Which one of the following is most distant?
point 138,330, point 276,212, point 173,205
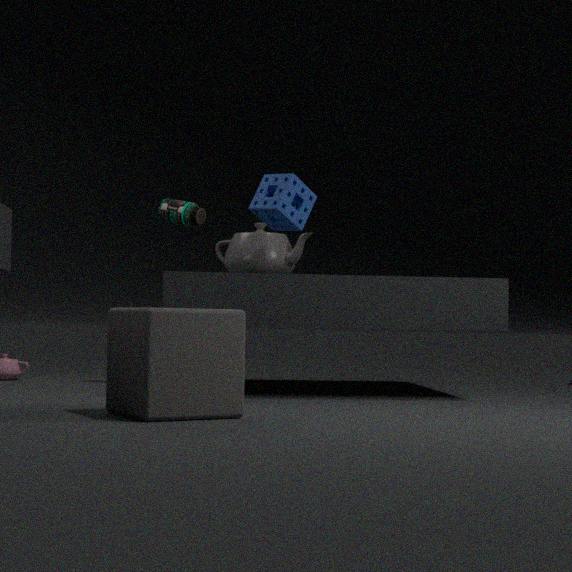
point 173,205
